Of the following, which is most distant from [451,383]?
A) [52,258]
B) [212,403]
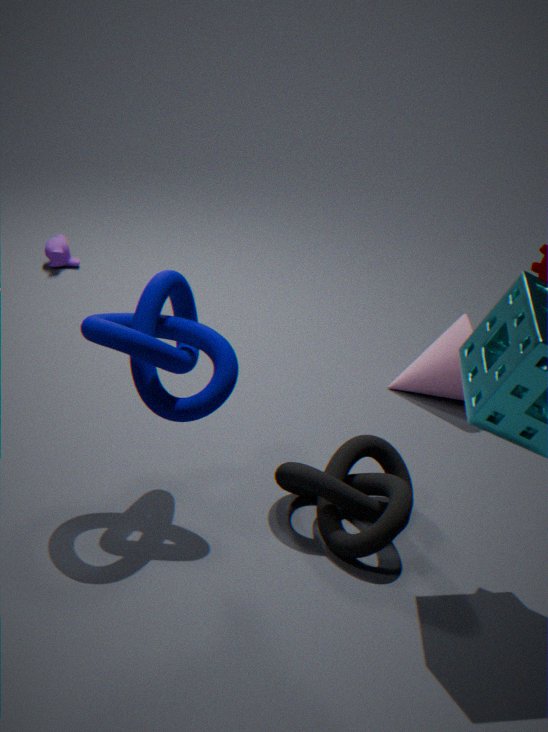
[52,258]
